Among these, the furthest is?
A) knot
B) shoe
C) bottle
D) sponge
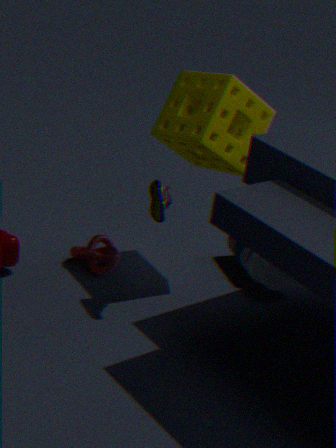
bottle
